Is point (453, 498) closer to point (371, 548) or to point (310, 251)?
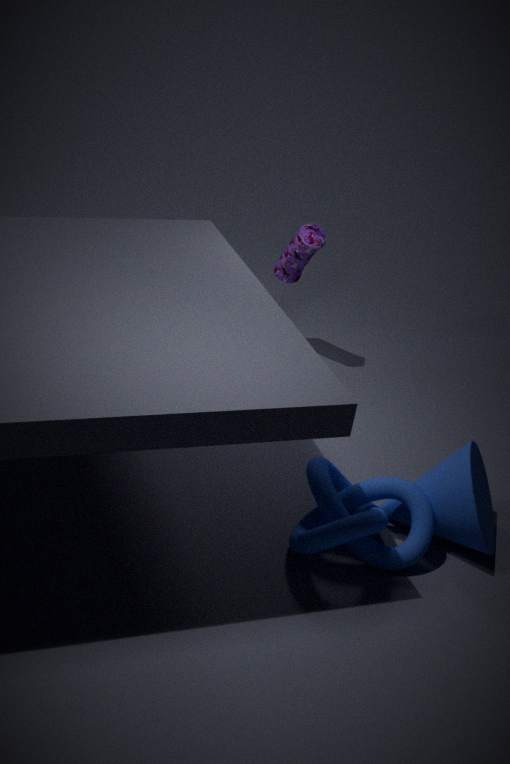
point (371, 548)
